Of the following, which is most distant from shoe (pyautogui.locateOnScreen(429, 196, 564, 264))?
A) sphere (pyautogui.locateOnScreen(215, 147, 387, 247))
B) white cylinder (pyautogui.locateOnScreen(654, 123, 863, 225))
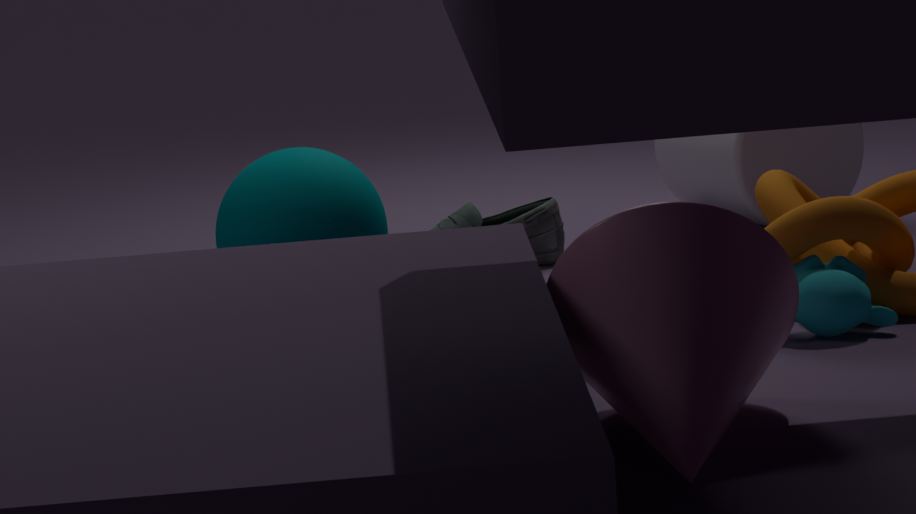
white cylinder (pyautogui.locateOnScreen(654, 123, 863, 225))
